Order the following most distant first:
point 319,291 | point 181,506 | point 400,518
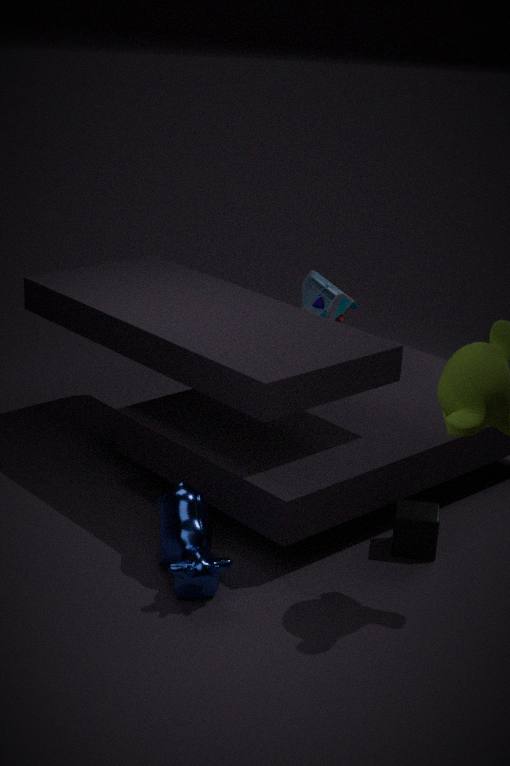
point 319,291
point 400,518
point 181,506
